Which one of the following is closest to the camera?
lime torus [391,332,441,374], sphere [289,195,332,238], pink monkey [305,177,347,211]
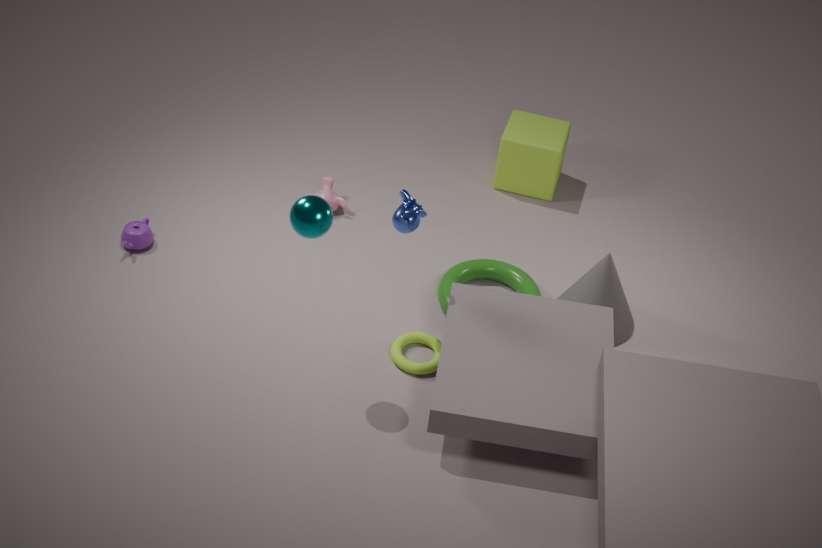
sphere [289,195,332,238]
